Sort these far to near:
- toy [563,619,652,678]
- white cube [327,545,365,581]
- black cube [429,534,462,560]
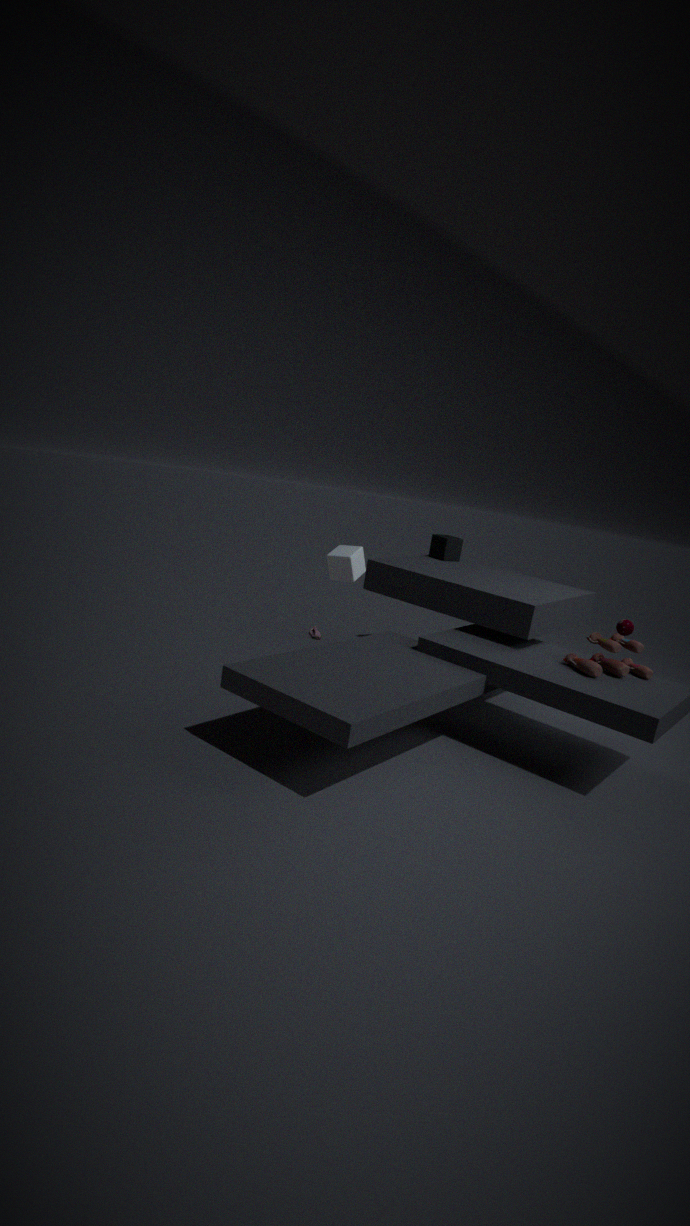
black cube [429,534,462,560] → white cube [327,545,365,581] → toy [563,619,652,678]
